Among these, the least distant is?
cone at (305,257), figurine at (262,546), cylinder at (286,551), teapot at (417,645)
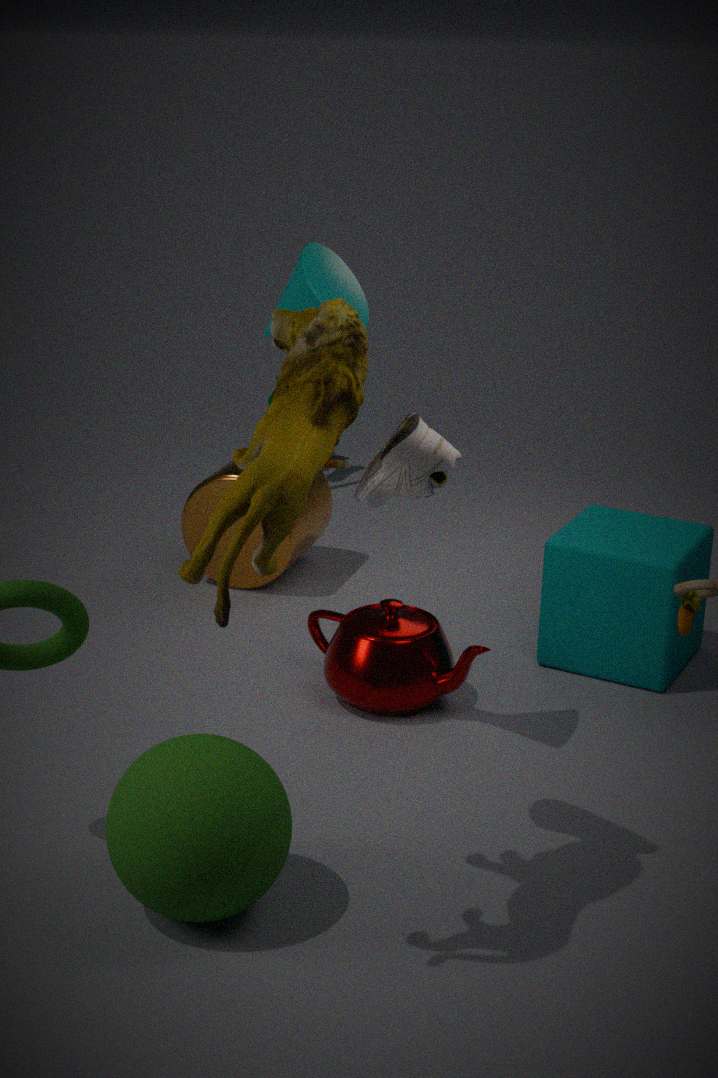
figurine at (262,546)
